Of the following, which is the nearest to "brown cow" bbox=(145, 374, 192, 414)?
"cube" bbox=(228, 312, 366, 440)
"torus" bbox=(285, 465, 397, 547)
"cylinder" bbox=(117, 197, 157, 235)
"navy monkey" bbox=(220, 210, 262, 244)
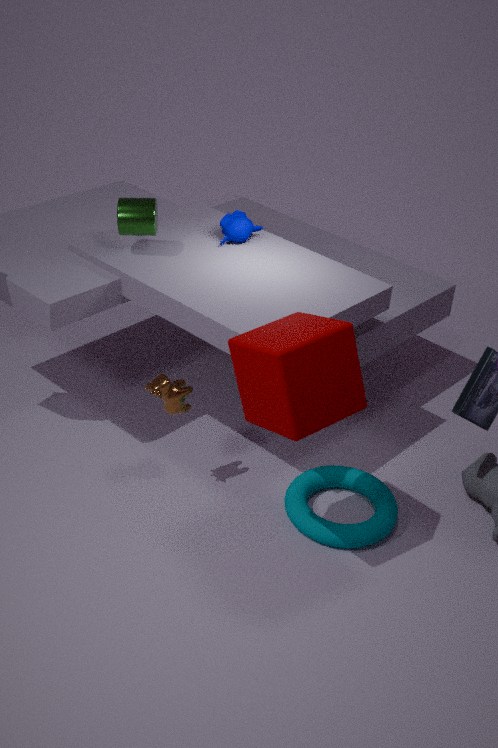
"cube" bbox=(228, 312, 366, 440)
